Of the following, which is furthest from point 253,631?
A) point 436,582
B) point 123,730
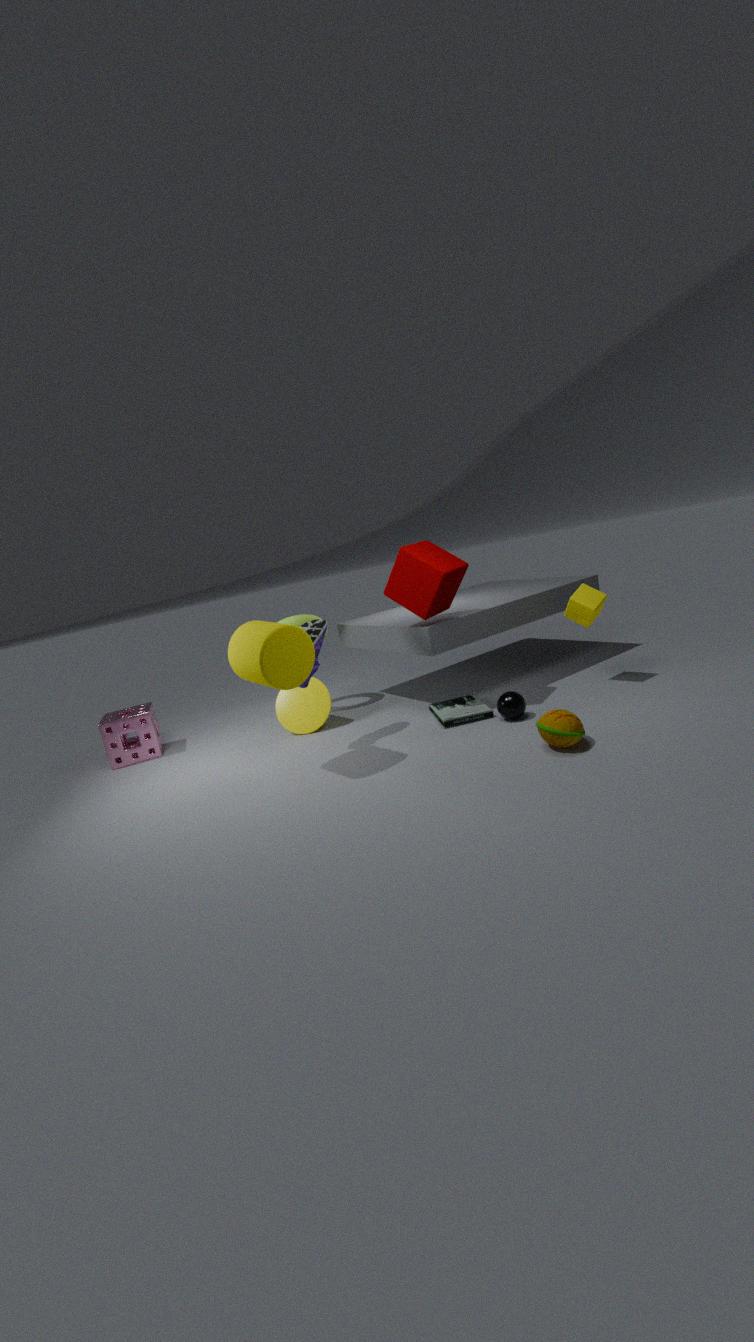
point 123,730
